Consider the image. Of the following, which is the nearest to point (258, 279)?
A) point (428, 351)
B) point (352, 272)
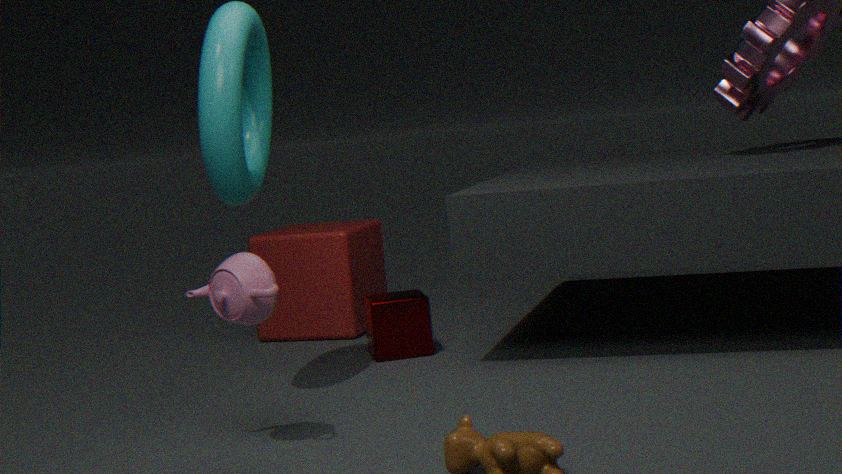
point (428, 351)
